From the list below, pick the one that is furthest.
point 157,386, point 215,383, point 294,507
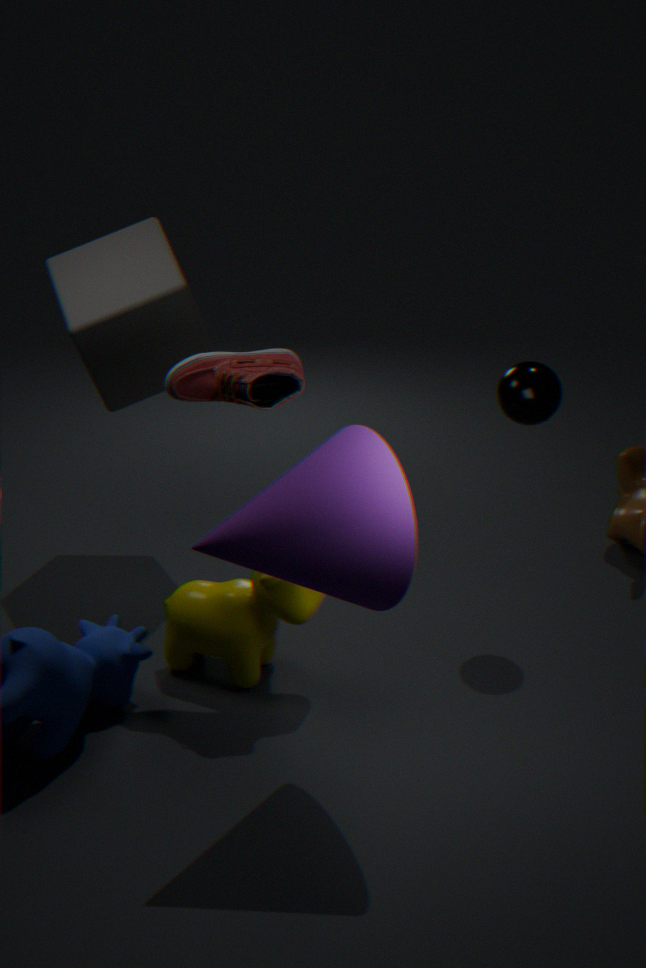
point 157,386
